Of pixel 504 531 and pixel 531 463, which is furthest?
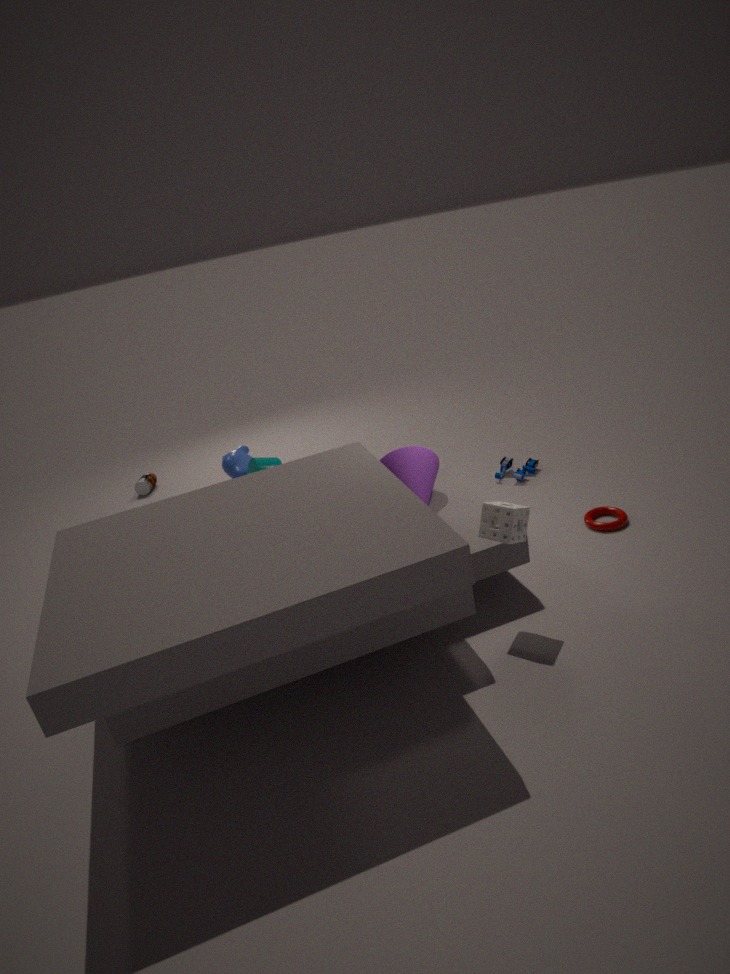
pixel 531 463
